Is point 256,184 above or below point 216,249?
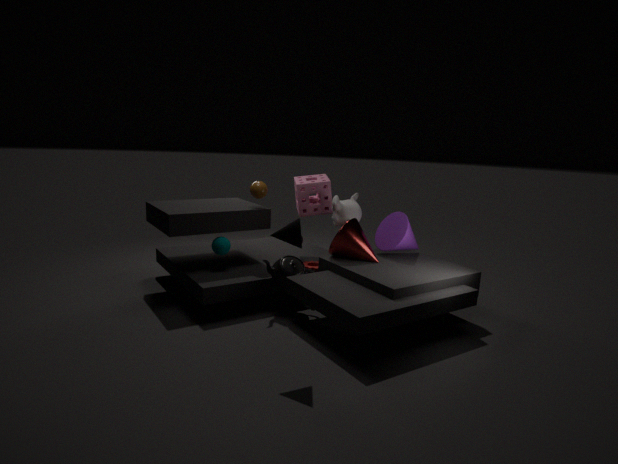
above
